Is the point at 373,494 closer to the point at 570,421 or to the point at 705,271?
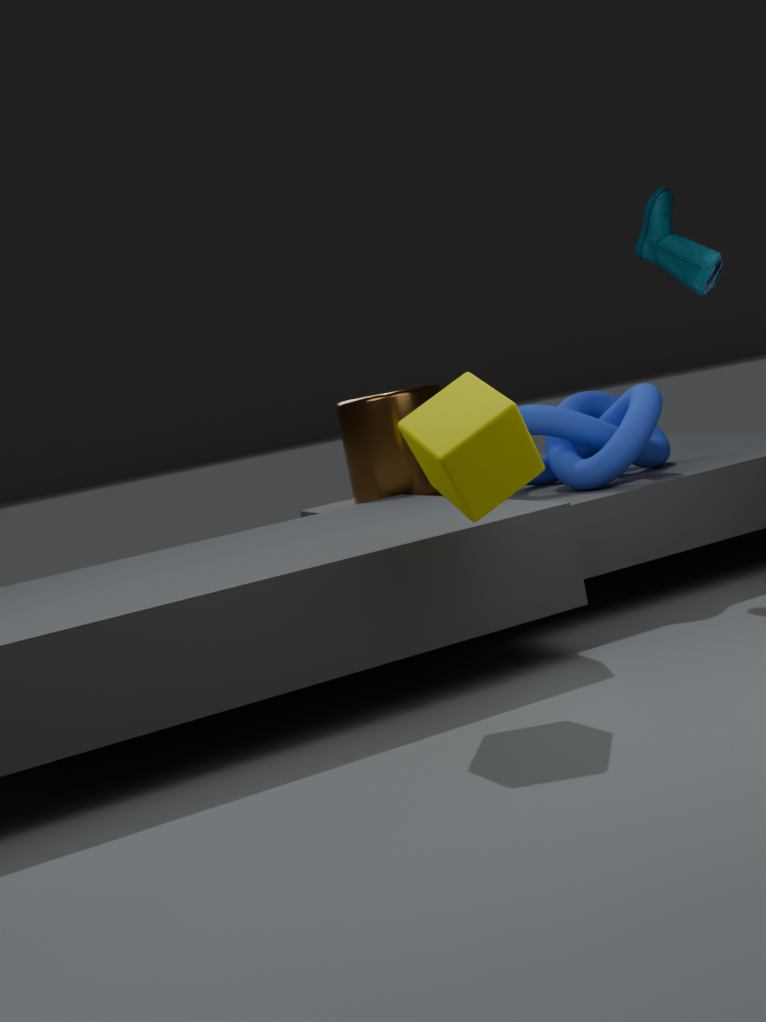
the point at 570,421
